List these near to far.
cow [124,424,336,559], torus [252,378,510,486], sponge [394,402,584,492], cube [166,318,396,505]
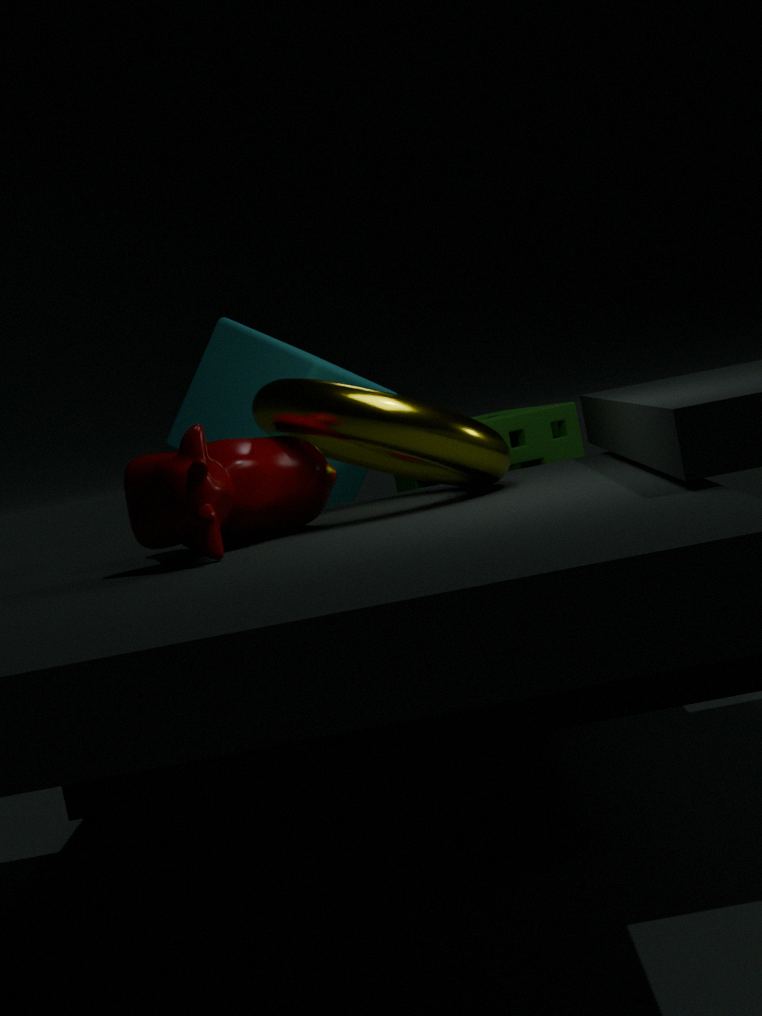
cow [124,424,336,559] < torus [252,378,510,486] < cube [166,318,396,505] < sponge [394,402,584,492]
